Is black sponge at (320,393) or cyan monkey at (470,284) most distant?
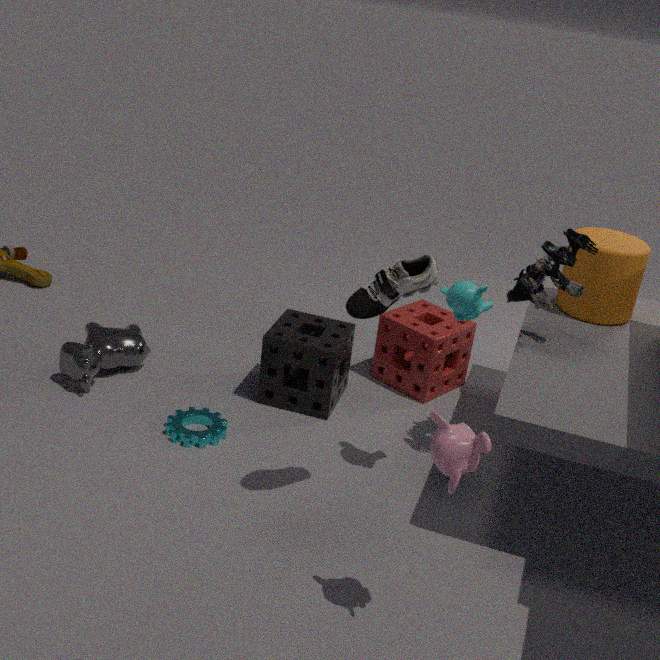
black sponge at (320,393)
